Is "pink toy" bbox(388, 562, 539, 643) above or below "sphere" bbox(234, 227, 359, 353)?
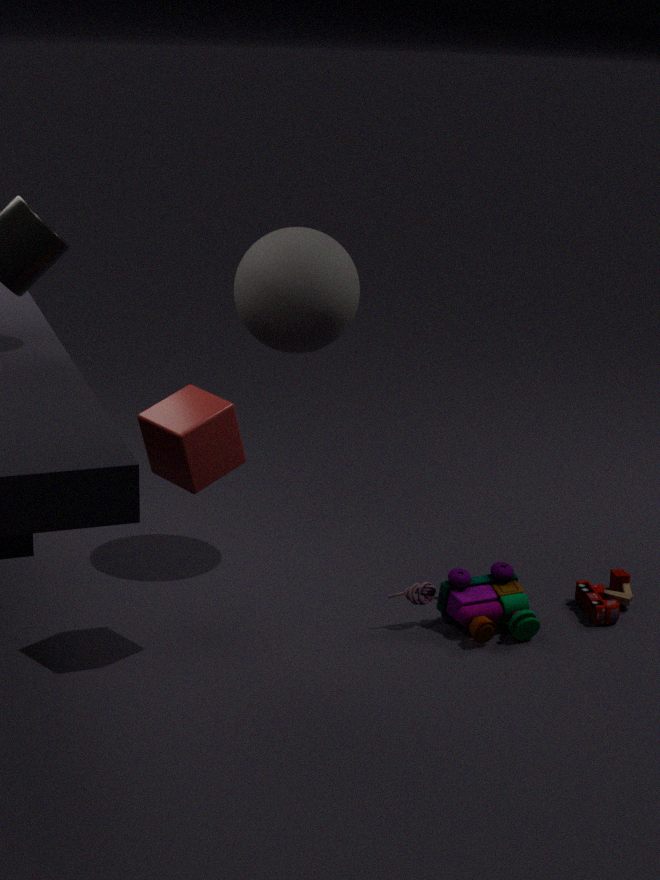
below
